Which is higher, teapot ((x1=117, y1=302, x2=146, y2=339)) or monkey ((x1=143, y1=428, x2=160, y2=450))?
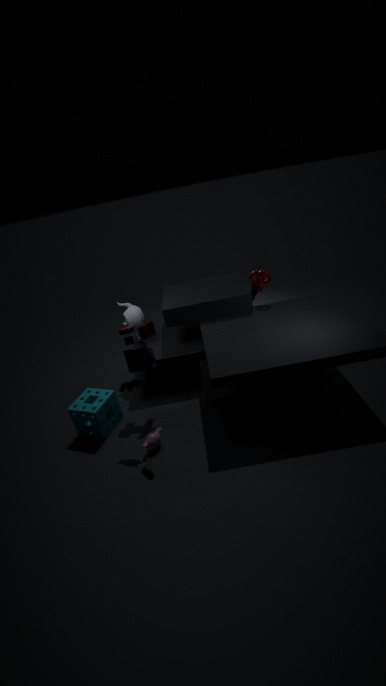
teapot ((x1=117, y1=302, x2=146, y2=339))
